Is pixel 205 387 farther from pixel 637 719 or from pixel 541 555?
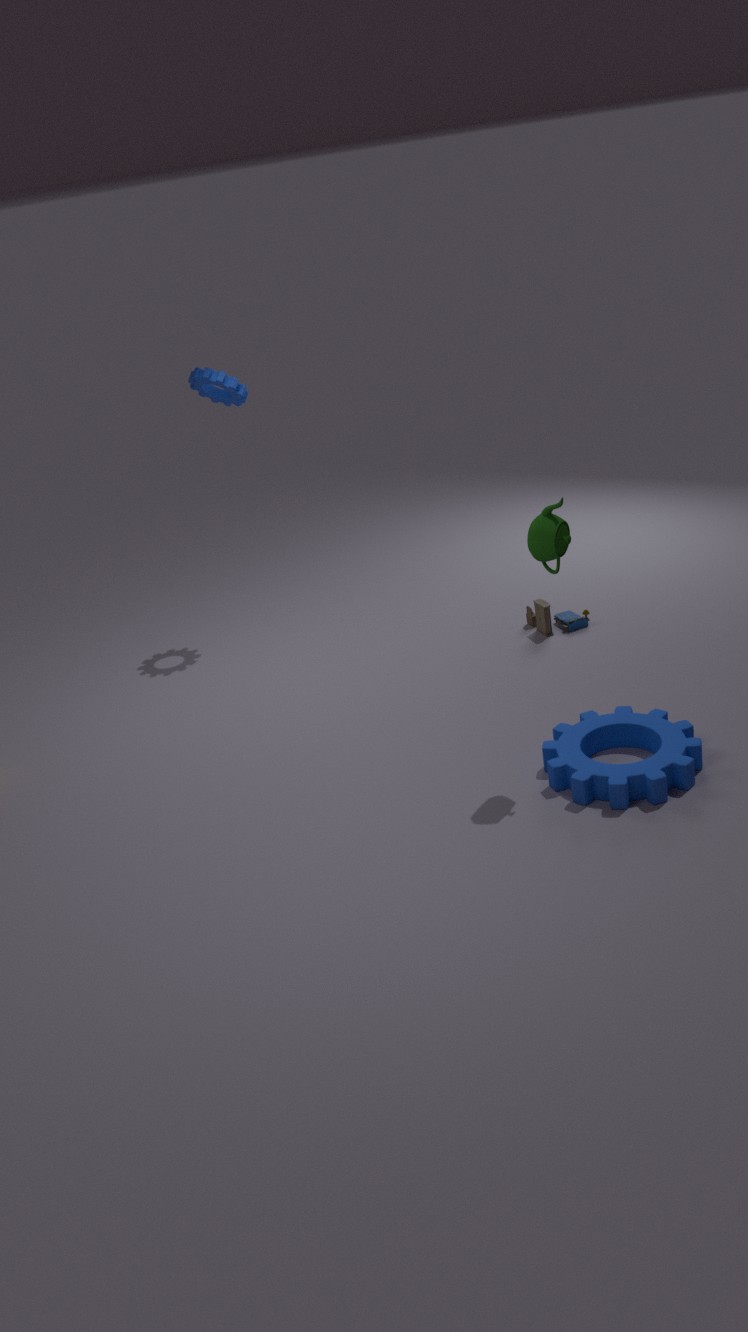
pixel 637 719
